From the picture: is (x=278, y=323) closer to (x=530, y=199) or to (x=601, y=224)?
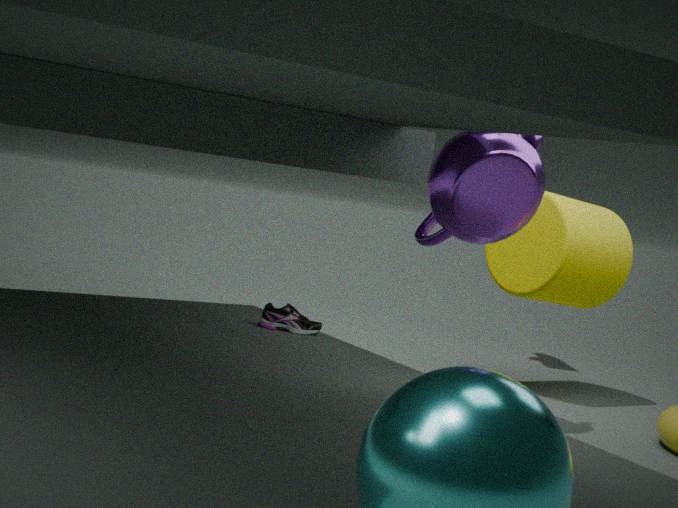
(x=601, y=224)
